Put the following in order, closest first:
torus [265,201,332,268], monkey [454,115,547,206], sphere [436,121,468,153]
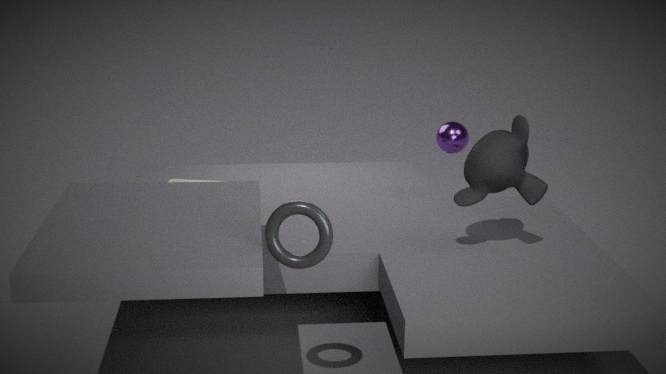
torus [265,201,332,268]
monkey [454,115,547,206]
sphere [436,121,468,153]
